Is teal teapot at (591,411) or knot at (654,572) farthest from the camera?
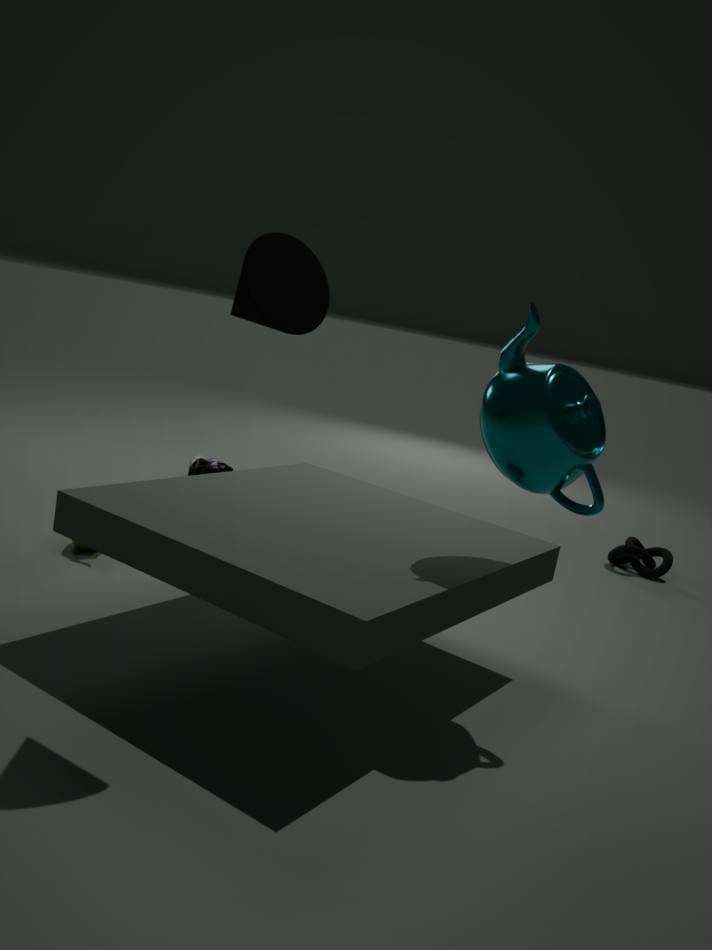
knot at (654,572)
